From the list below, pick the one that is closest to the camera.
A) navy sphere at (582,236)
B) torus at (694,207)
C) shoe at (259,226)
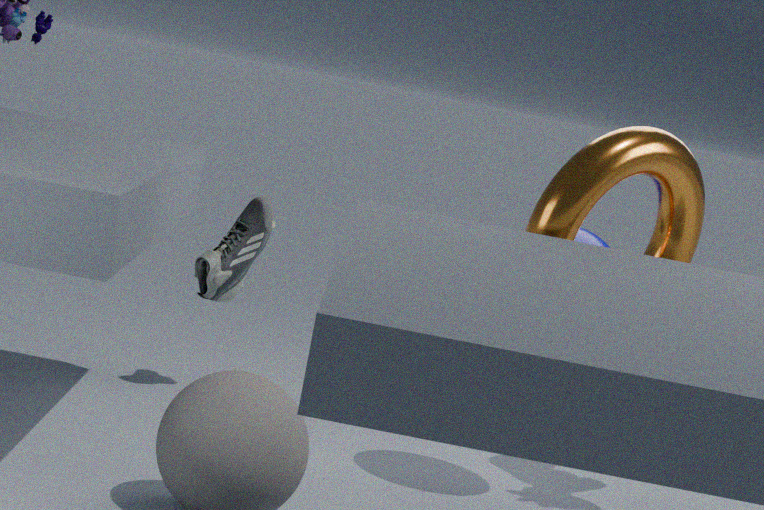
torus at (694,207)
